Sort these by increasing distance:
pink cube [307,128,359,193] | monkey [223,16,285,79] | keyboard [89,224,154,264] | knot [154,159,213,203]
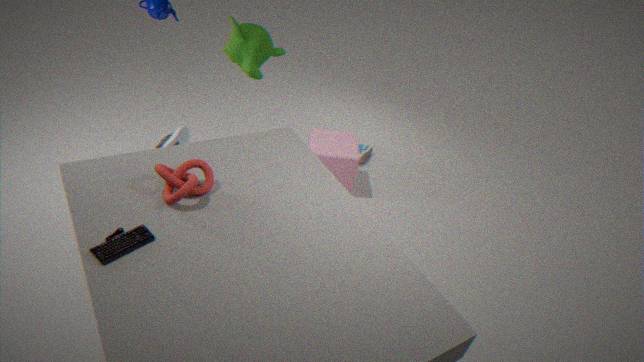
keyboard [89,224,154,264], knot [154,159,213,203], monkey [223,16,285,79], pink cube [307,128,359,193]
